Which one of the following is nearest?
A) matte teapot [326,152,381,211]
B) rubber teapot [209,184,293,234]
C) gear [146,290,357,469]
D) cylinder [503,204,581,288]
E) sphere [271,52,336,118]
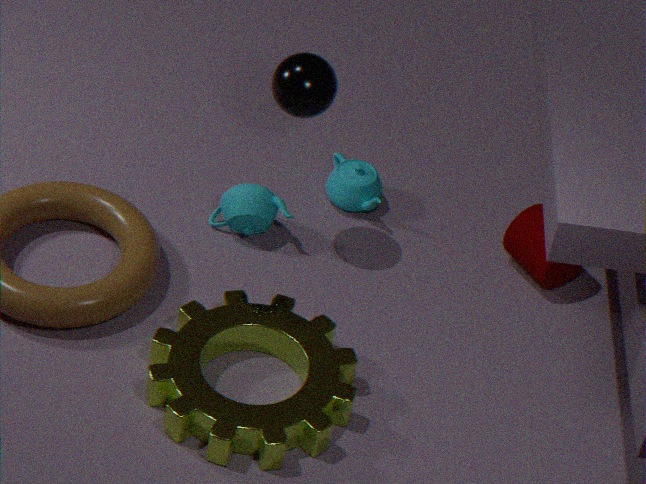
gear [146,290,357,469]
